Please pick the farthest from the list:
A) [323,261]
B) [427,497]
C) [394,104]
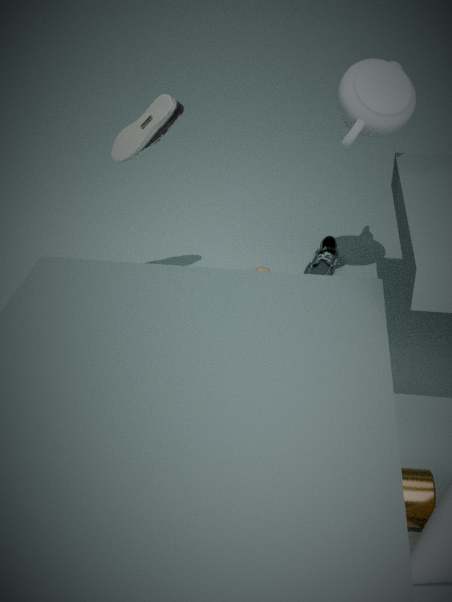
[323,261]
